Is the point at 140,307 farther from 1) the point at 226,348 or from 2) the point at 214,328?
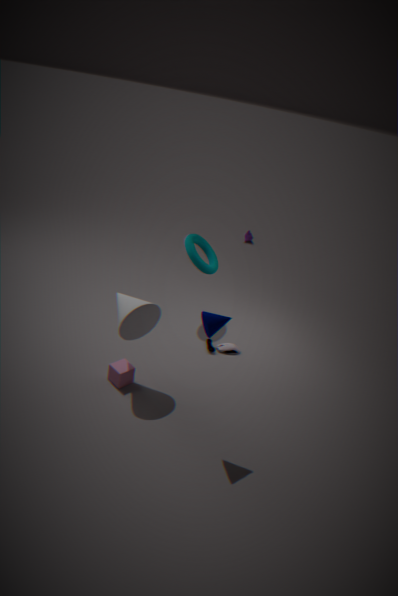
1) the point at 226,348
